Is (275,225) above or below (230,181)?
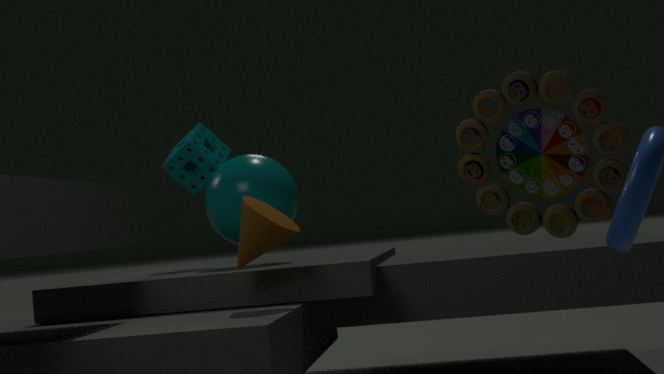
below
